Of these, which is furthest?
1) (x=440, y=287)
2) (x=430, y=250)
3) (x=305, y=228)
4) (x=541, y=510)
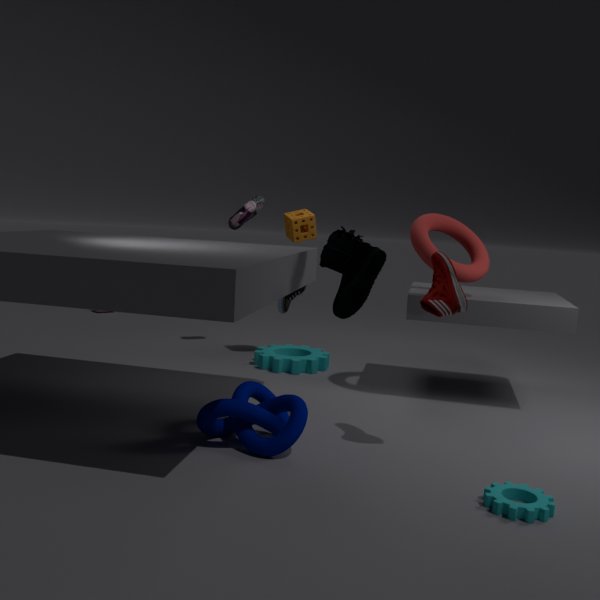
3. (x=305, y=228)
